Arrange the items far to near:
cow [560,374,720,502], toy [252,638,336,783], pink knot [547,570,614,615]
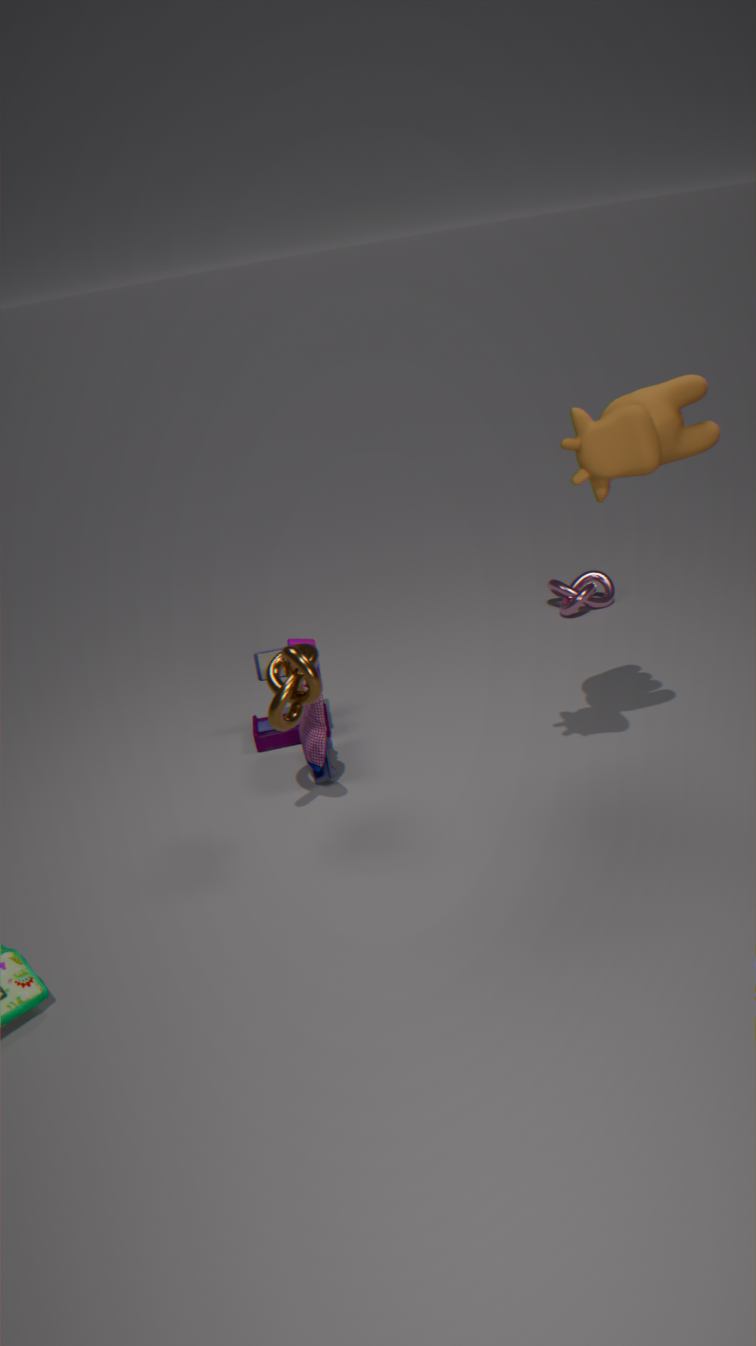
pink knot [547,570,614,615] < toy [252,638,336,783] < cow [560,374,720,502]
